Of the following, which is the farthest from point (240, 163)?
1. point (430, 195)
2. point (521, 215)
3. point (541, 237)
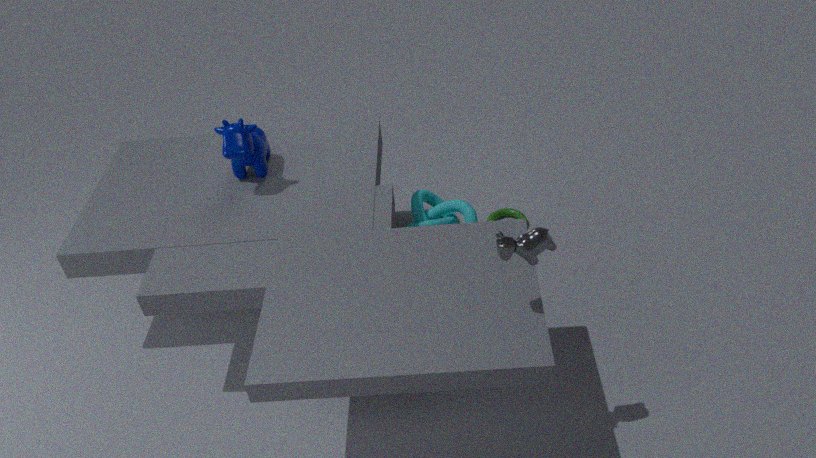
point (541, 237)
